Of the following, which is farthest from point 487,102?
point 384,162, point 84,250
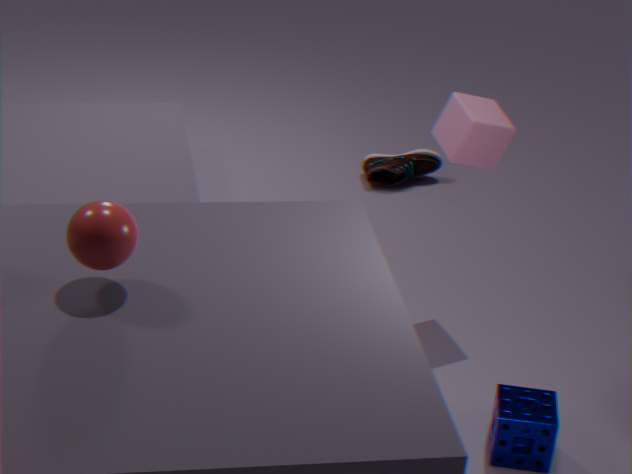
point 84,250
